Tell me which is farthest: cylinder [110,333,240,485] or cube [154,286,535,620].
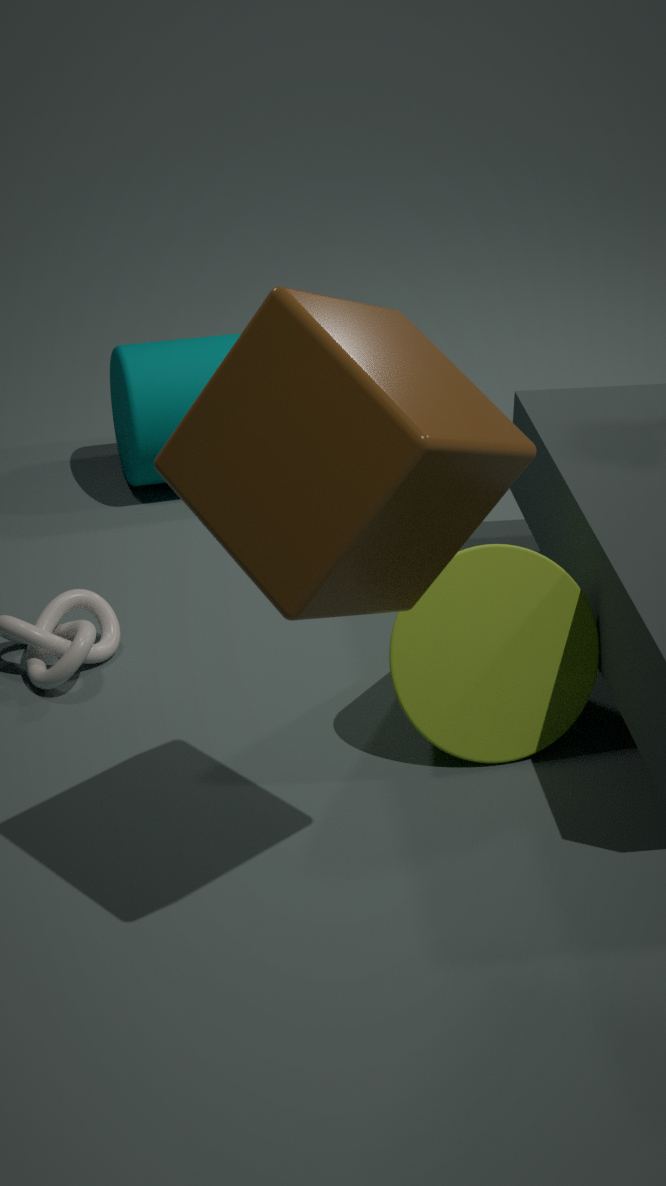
cylinder [110,333,240,485]
